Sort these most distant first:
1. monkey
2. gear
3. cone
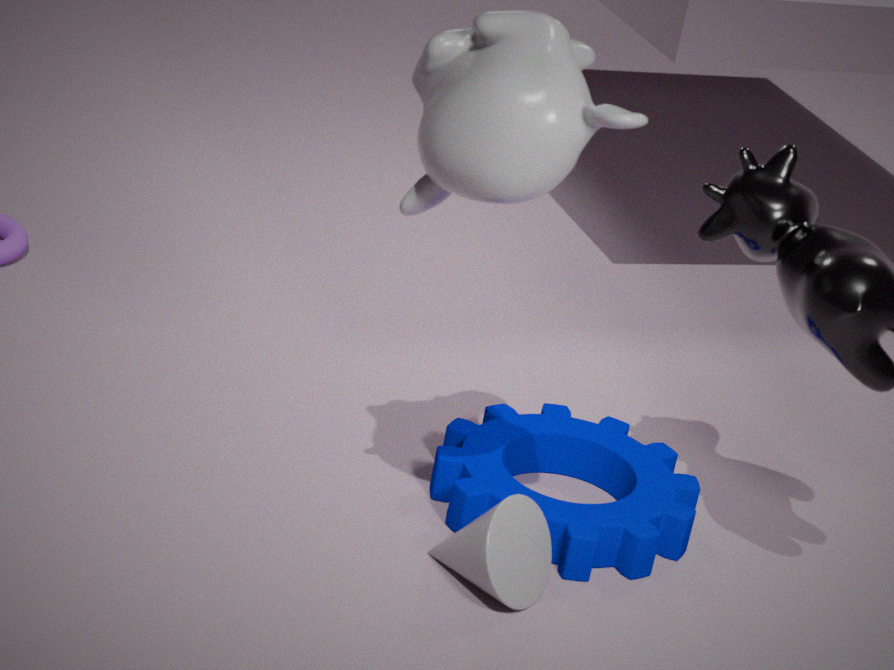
gear, cone, monkey
